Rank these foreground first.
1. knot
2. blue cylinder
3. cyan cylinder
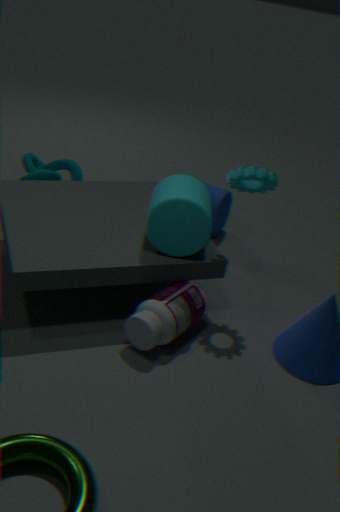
cyan cylinder < blue cylinder < knot
